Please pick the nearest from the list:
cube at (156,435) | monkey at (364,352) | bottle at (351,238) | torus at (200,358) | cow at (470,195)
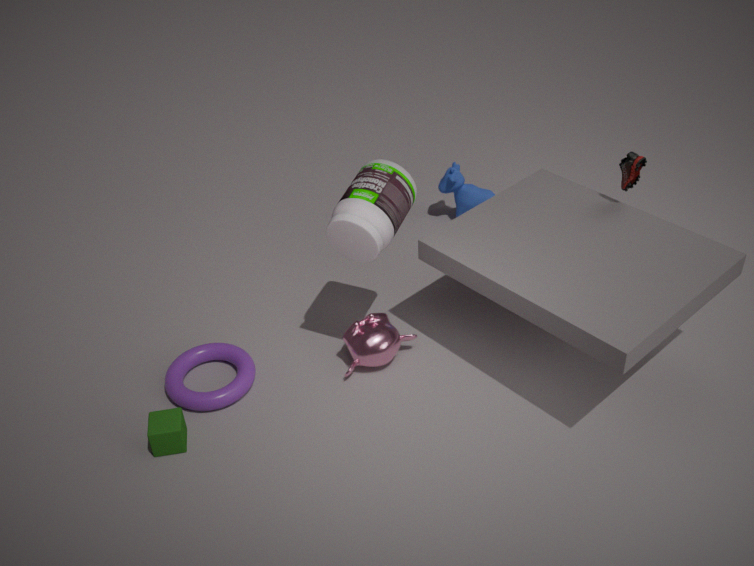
bottle at (351,238)
